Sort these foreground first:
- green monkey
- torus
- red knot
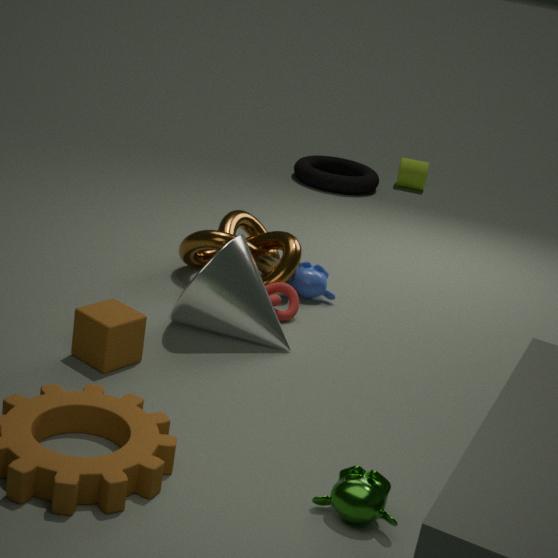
green monkey → red knot → torus
